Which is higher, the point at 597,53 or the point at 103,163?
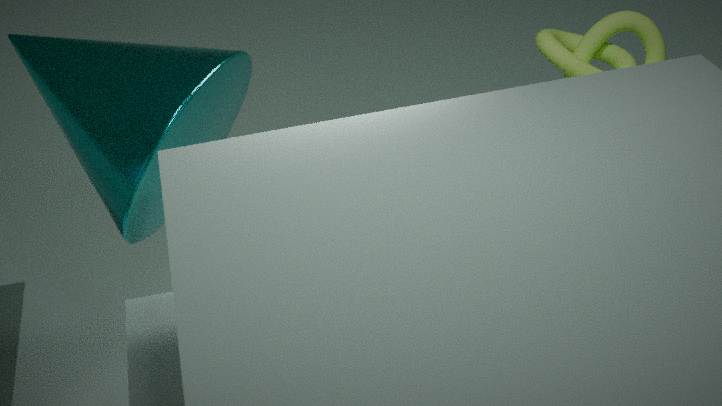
the point at 103,163
